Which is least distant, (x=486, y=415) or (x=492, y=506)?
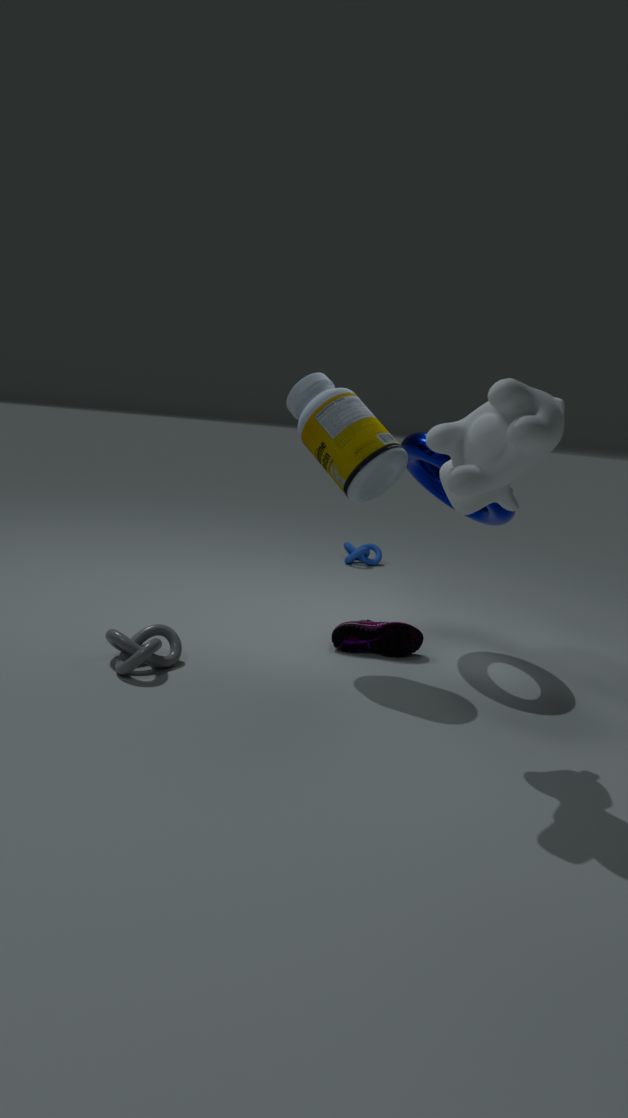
(x=486, y=415)
